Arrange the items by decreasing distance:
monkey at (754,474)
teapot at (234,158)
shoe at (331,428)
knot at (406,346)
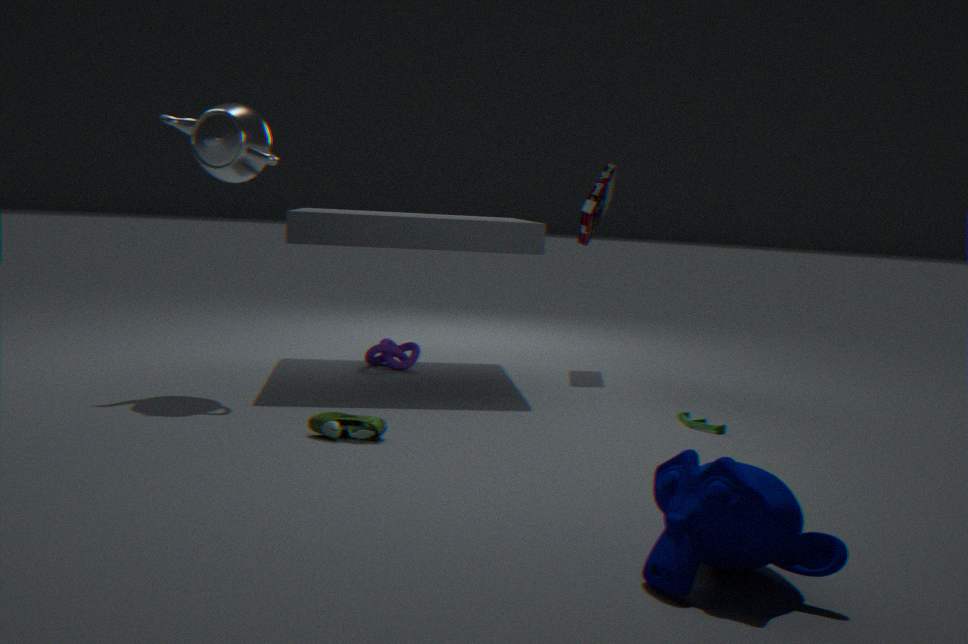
knot at (406,346), teapot at (234,158), shoe at (331,428), monkey at (754,474)
